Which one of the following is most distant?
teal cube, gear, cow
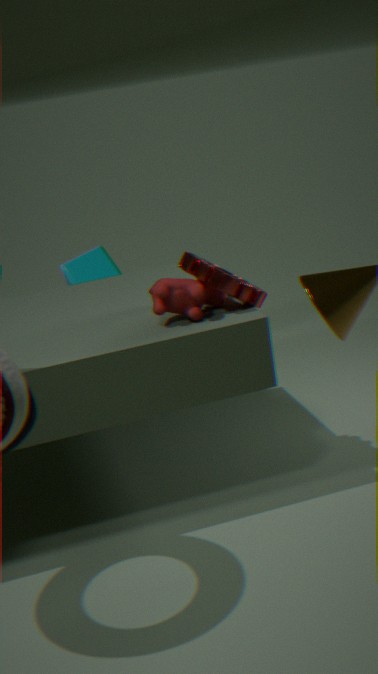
teal cube
